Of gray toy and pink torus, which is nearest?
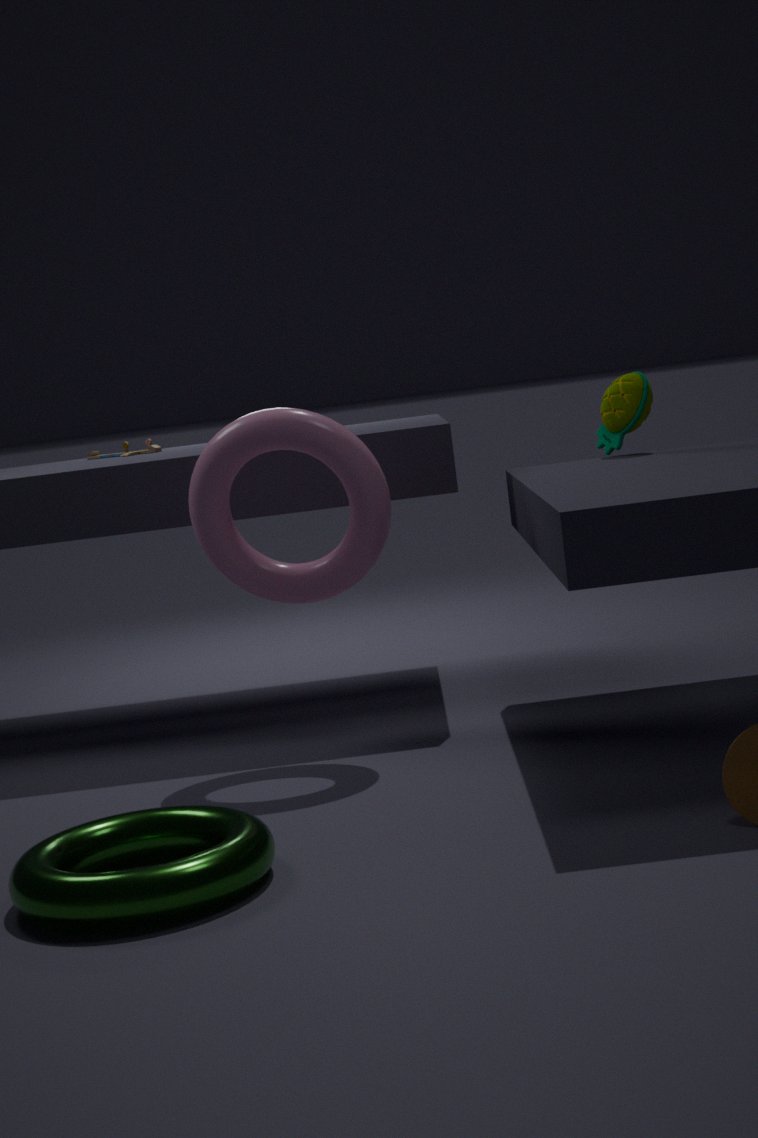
pink torus
